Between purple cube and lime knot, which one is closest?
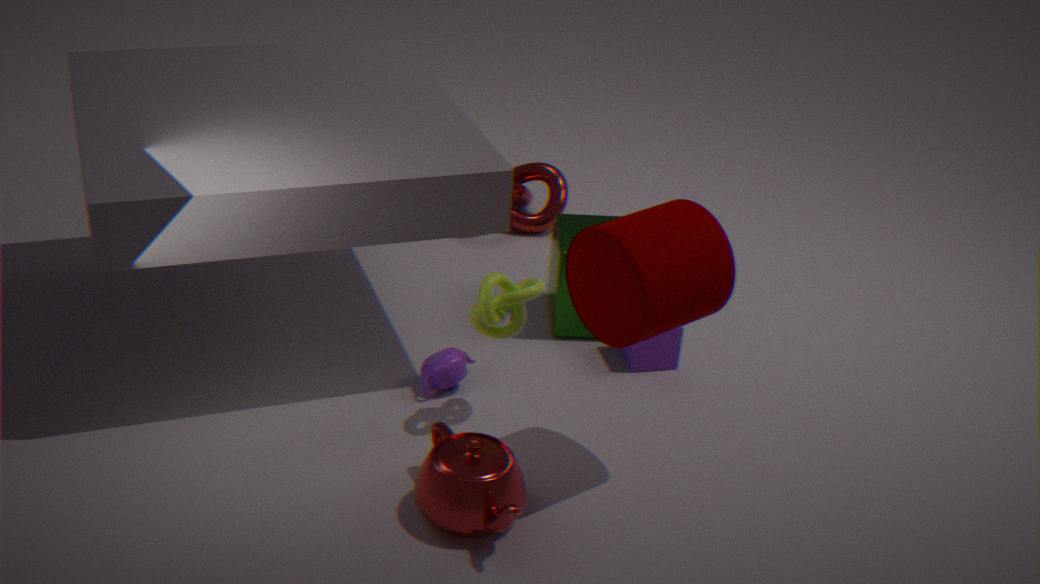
lime knot
